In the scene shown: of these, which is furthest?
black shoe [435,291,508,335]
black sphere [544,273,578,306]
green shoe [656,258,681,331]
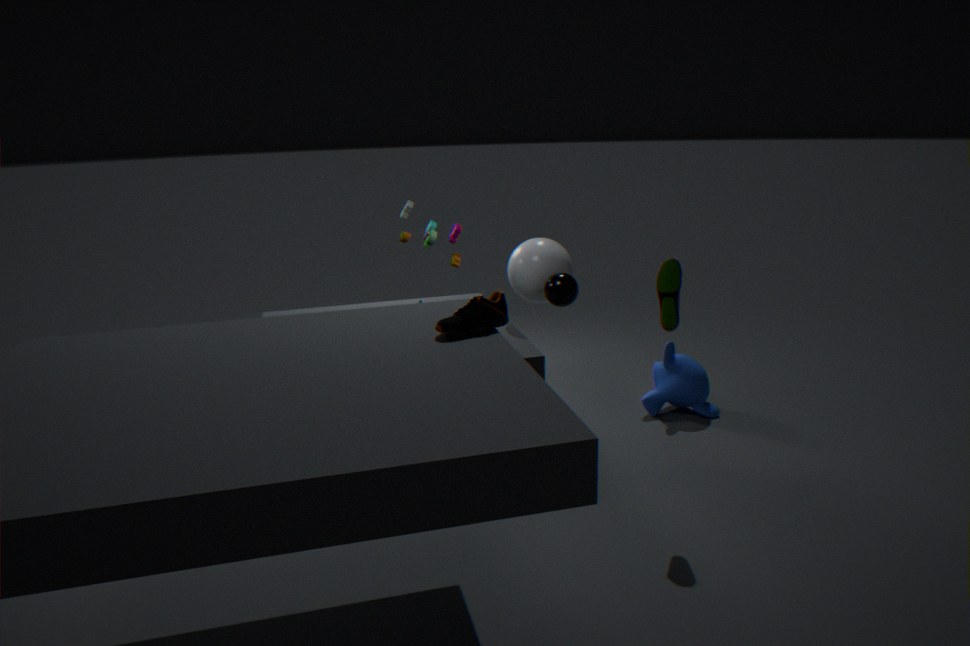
black sphere [544,273,578,306]
